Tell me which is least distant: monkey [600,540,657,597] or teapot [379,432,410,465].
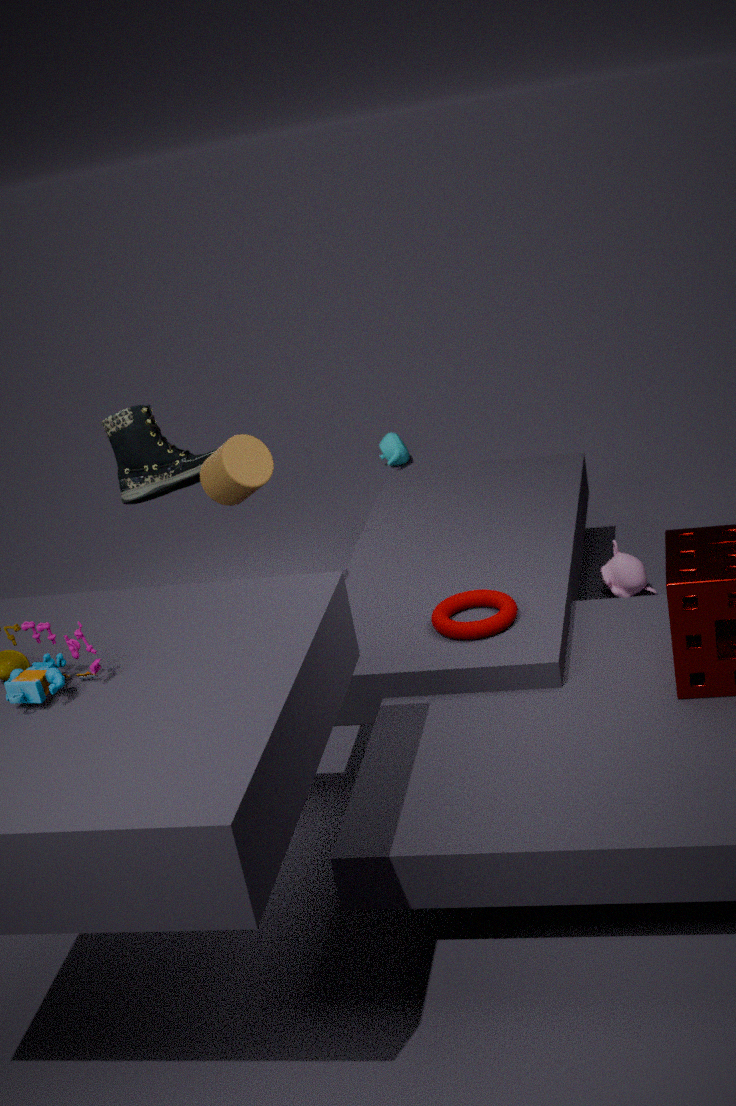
monkey [600,540,657,597]
